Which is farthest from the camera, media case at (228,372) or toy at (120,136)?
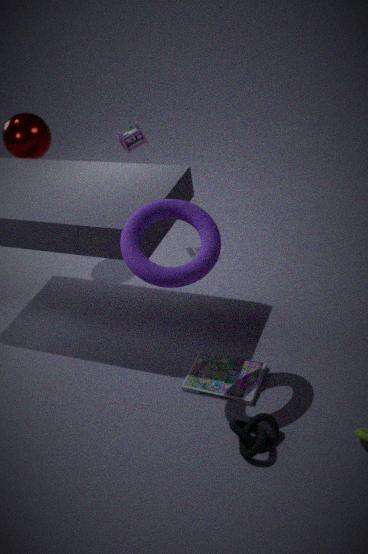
toy at (120,136)
